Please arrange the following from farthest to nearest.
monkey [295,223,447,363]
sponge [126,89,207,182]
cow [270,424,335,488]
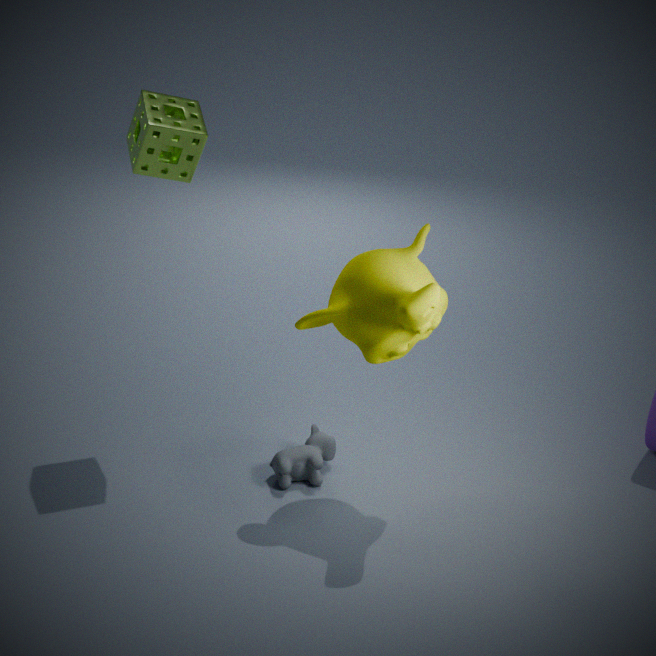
cow [270,424,335,488] → sponge [126,89,207,182] → monkey [295,223,447,363]
